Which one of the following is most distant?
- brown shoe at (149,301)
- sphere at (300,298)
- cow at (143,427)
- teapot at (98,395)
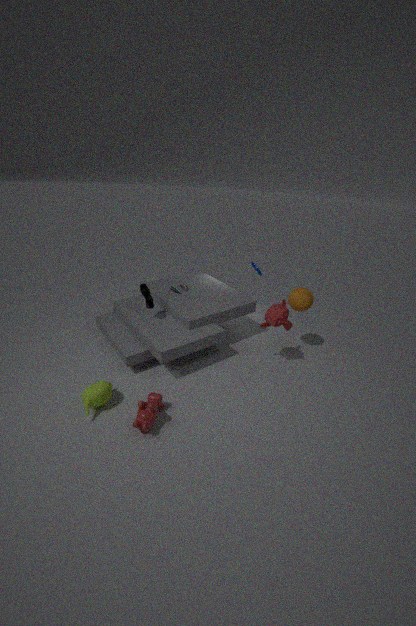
sphere at (300,298)
